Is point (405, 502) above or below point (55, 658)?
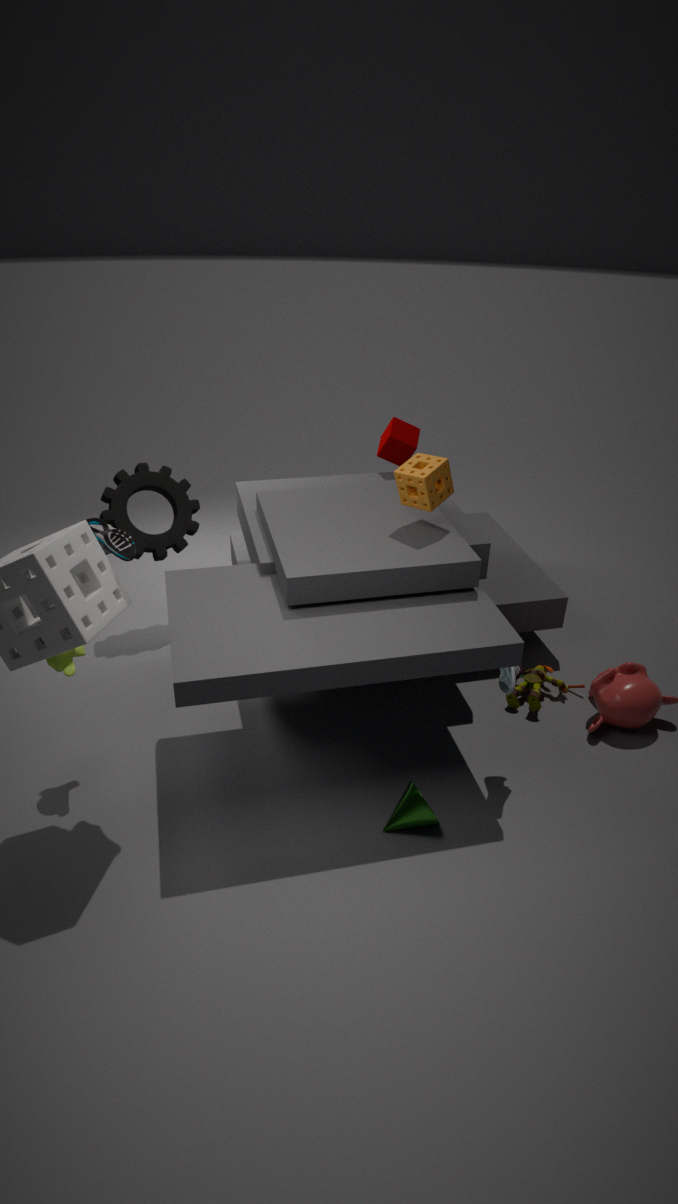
above
